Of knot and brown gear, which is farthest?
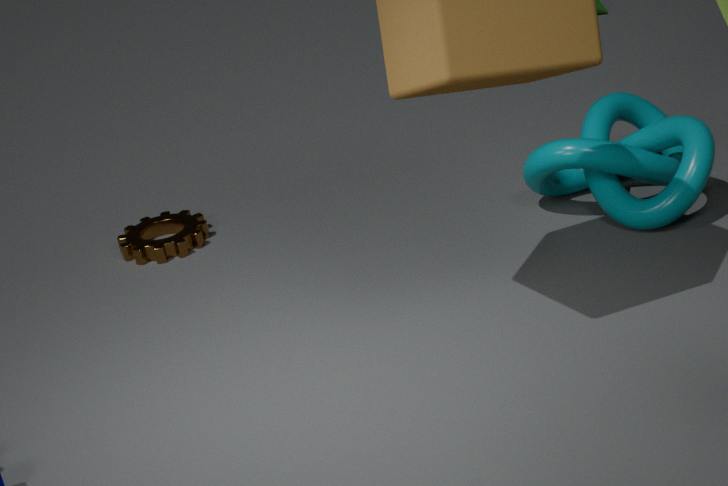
brown gear
